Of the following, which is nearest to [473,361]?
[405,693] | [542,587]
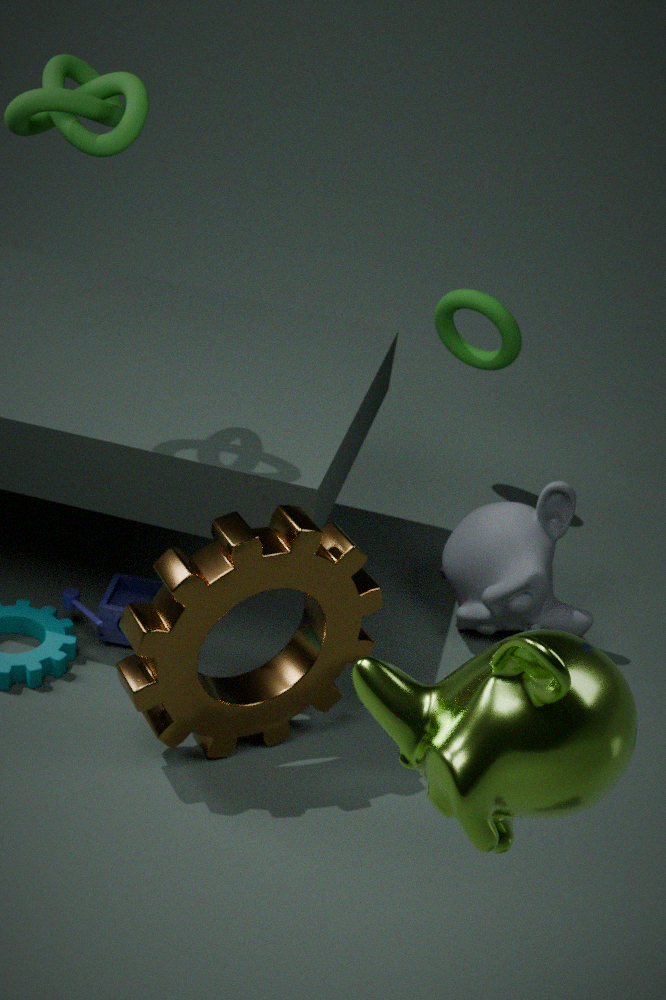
[542,587]
